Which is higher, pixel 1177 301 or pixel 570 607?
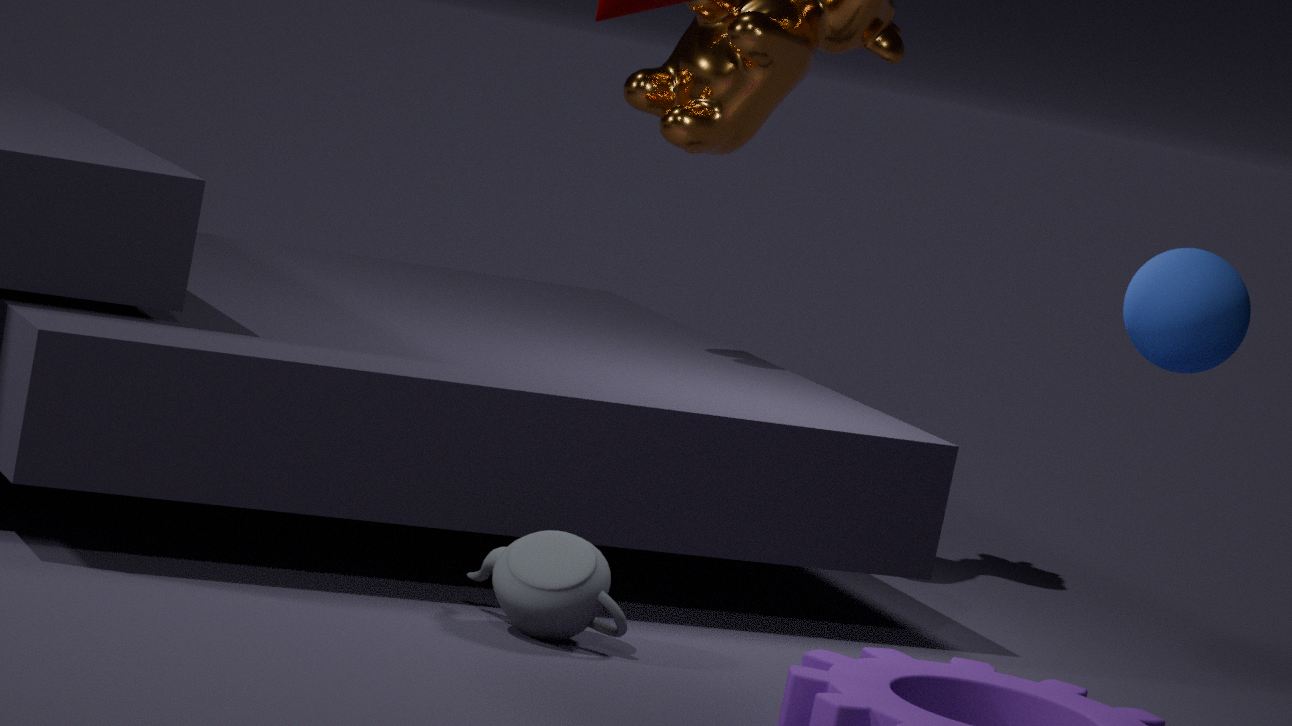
pixel 1177 301
